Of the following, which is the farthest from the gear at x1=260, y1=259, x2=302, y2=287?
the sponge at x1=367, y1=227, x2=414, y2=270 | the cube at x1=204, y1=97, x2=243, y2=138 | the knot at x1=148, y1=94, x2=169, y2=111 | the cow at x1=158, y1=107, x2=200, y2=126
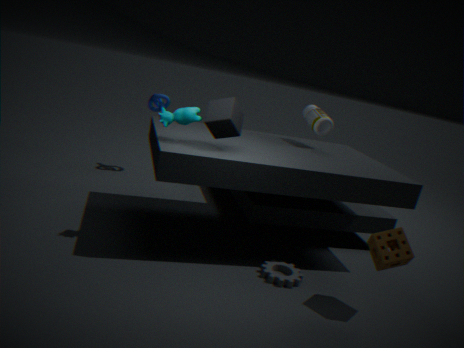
the knot at x1=148, y1=94, x2=169, y2=111
